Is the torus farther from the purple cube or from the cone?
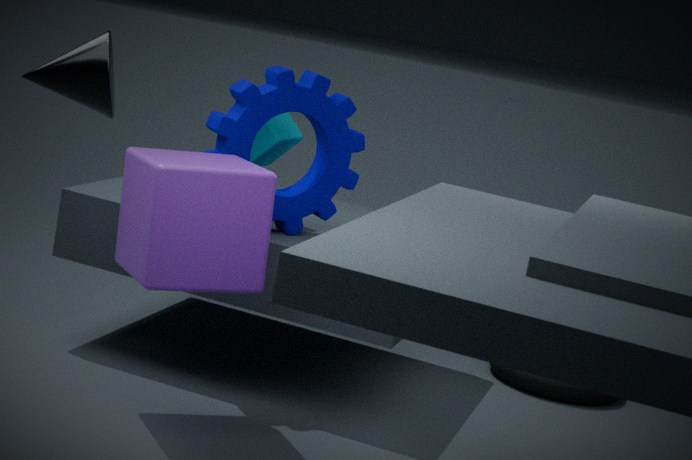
the cone
